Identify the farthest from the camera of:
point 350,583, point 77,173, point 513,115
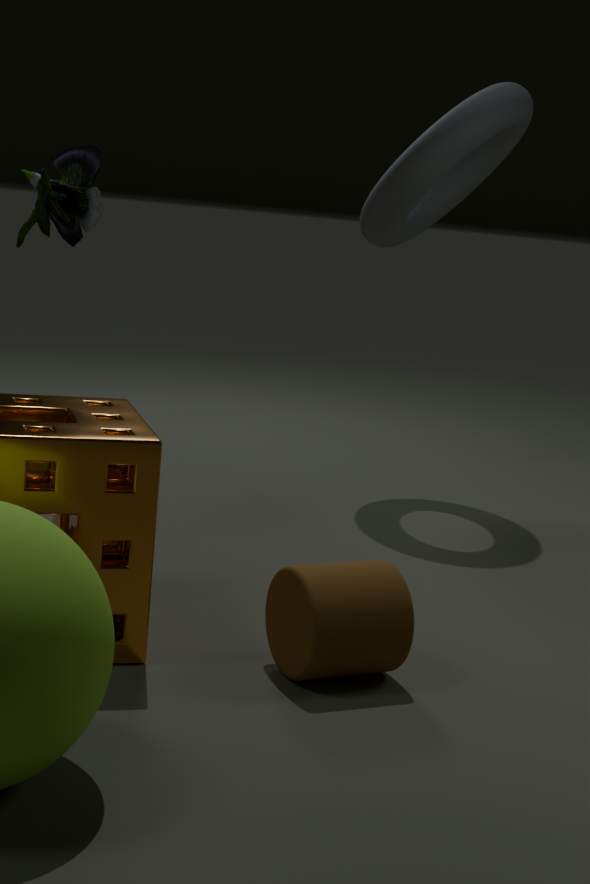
point 513,115
